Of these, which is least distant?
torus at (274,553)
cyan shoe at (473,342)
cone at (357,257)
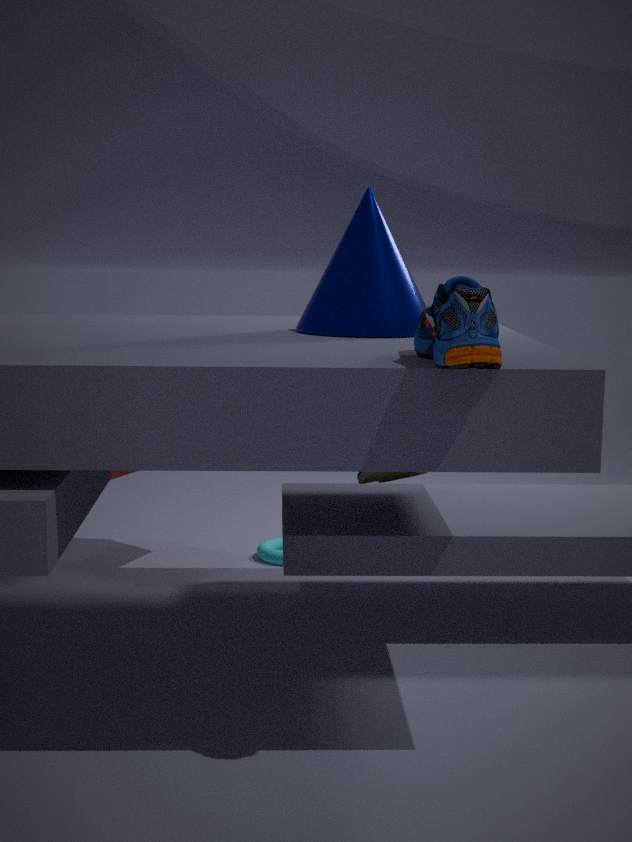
cyan shoe at (473,342)
